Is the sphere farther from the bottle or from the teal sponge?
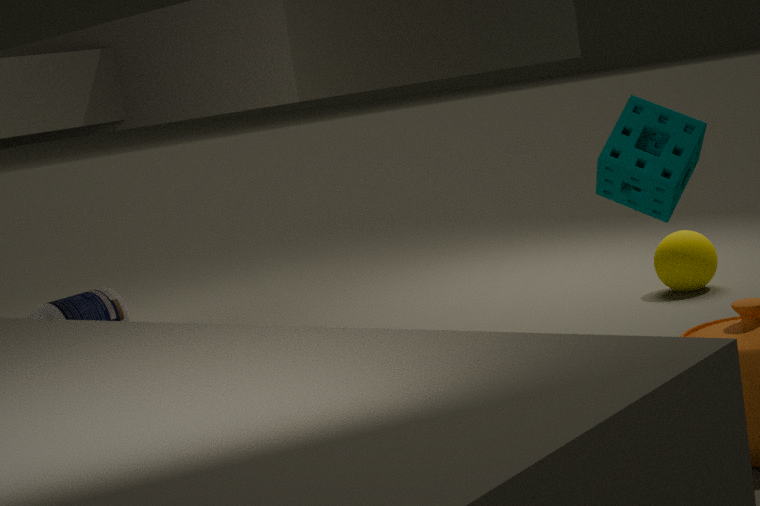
the bottle
